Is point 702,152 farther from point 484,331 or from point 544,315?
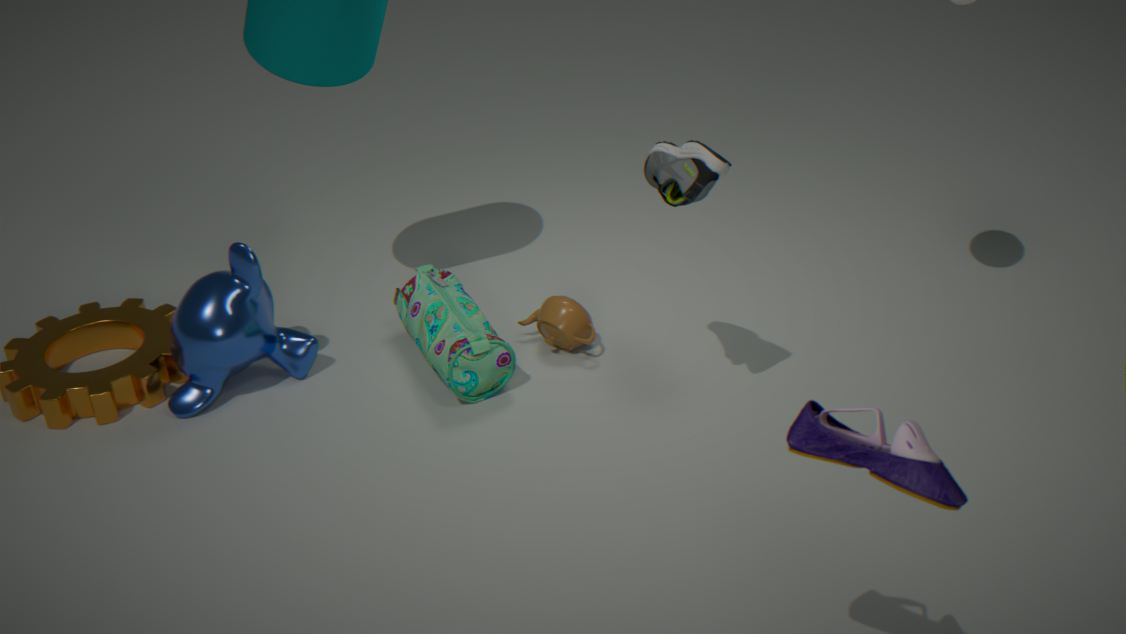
point 484,331
